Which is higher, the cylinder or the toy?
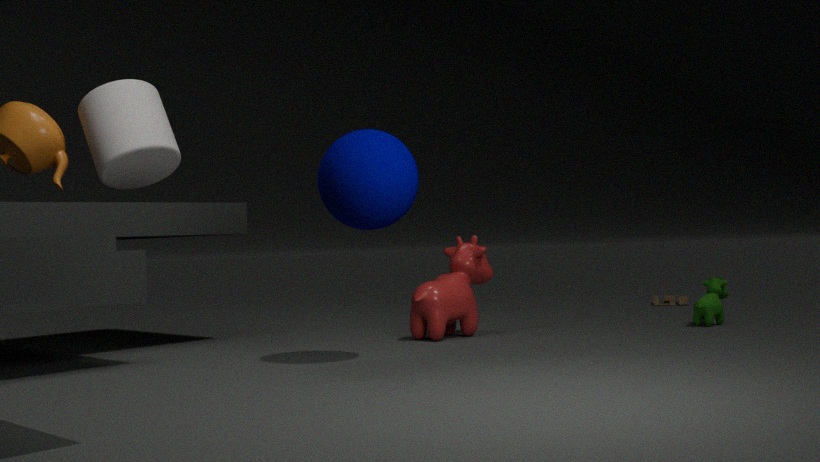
the cylinder
